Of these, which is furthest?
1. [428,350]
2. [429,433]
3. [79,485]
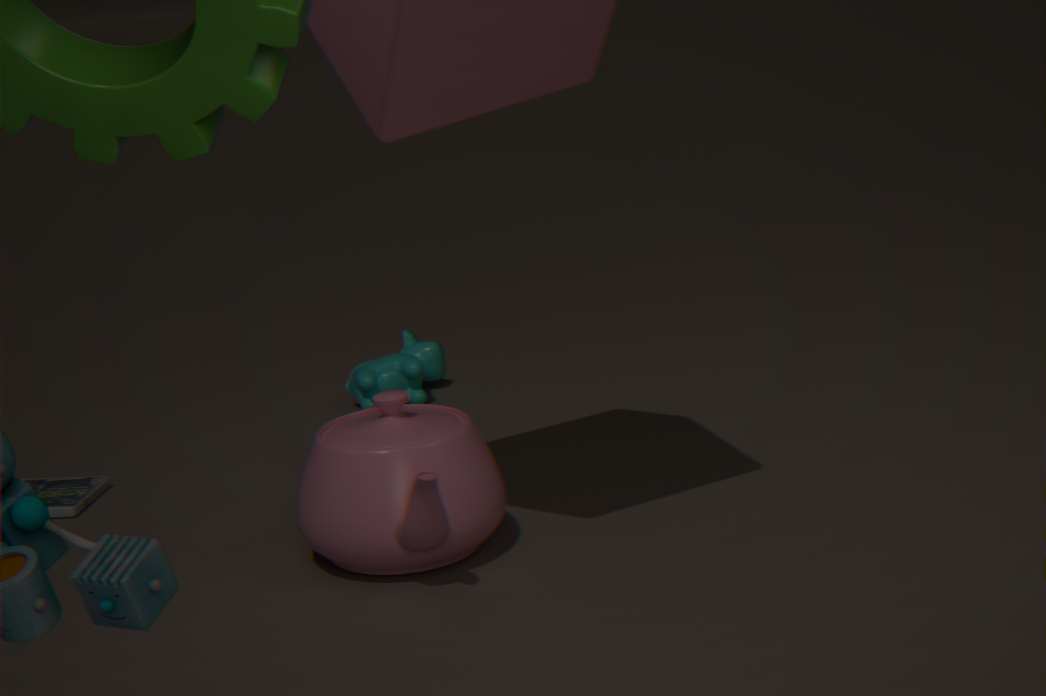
[428,350]
